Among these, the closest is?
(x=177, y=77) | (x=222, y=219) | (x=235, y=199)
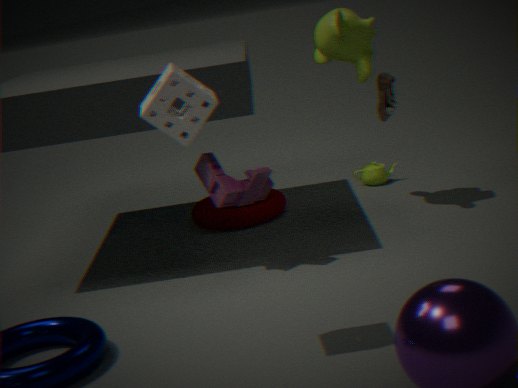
(x=177, y=77)
